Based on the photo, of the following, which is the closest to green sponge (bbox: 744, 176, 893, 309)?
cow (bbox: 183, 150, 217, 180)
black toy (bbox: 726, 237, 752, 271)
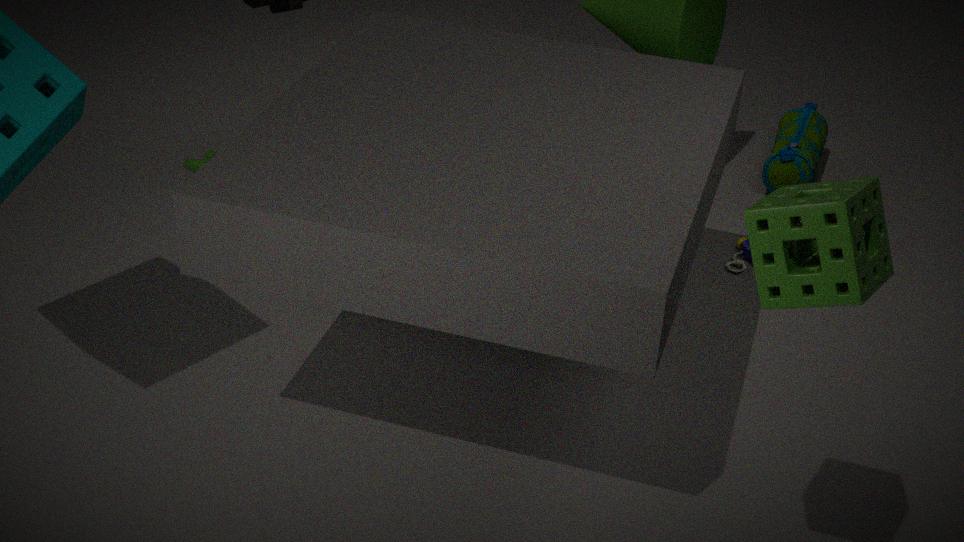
black toy (bbox: 726, 237, 752, 271)
